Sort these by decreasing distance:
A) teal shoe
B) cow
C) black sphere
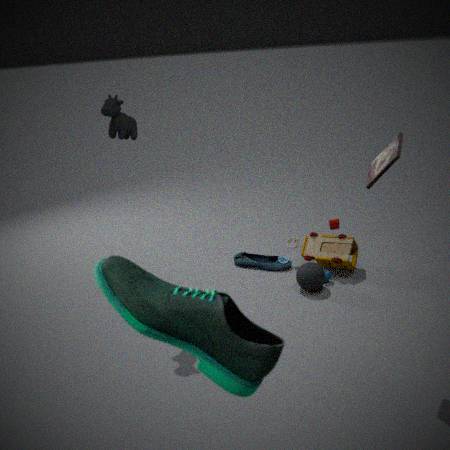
black sphere → cow → teal shoe
